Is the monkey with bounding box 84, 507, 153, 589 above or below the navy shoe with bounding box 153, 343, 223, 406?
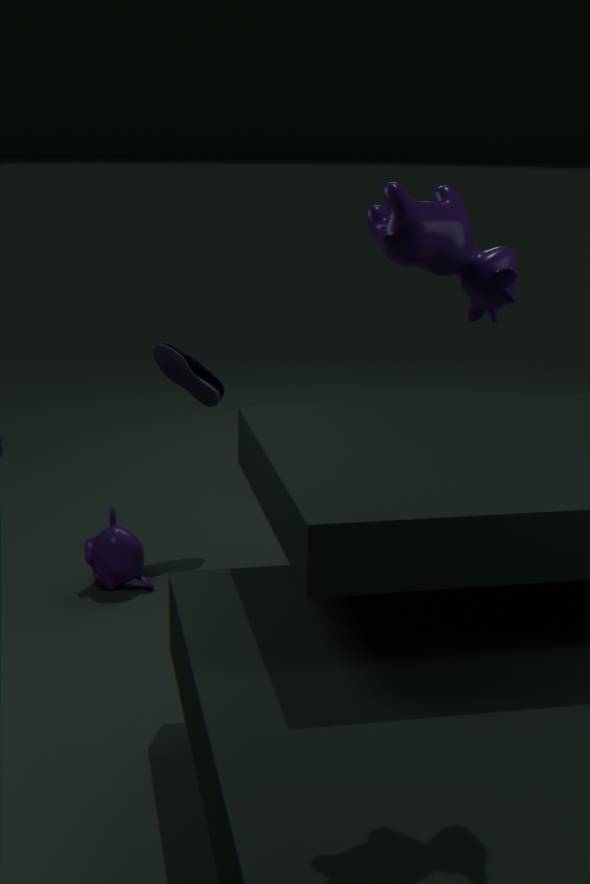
below
